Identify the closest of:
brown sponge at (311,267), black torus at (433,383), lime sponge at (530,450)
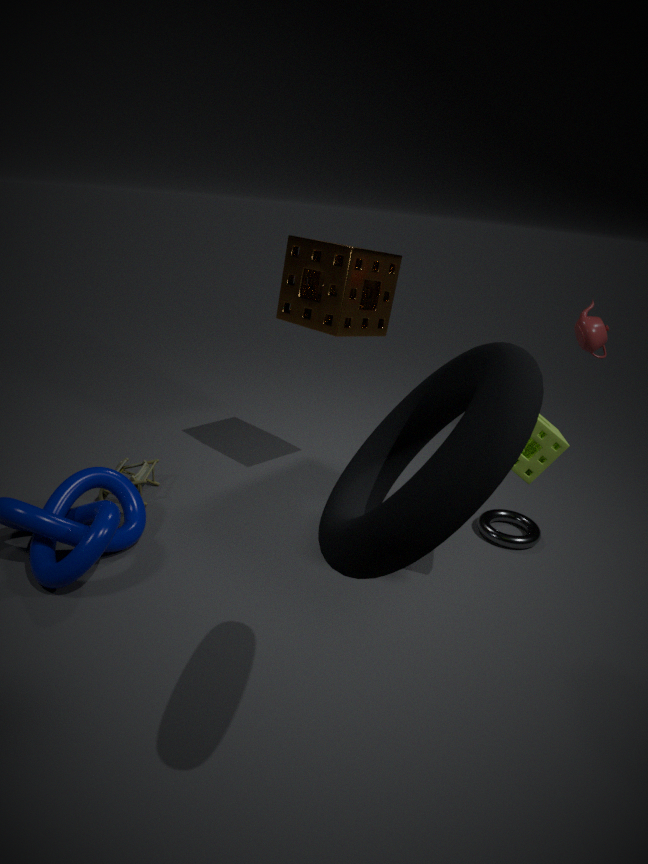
black torus at (433,383)
